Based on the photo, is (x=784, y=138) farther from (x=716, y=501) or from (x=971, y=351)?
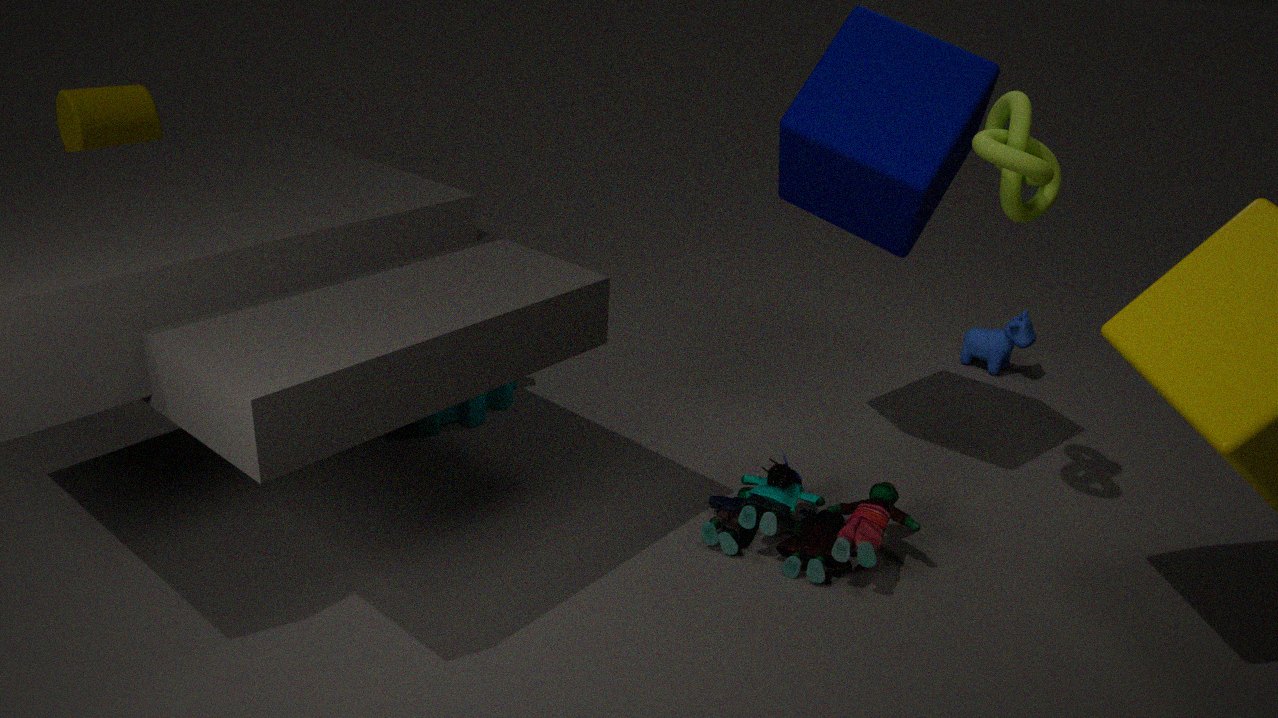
(x=971, y=351)
